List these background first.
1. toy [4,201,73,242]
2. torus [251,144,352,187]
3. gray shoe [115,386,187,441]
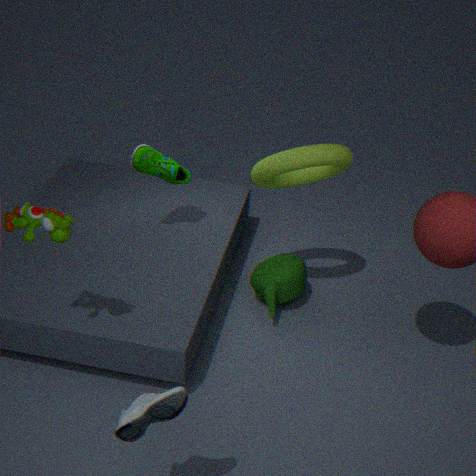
torus [251,144,352,187] < toy [4,201,73,242] < gray shoe [115,386,187,441]
